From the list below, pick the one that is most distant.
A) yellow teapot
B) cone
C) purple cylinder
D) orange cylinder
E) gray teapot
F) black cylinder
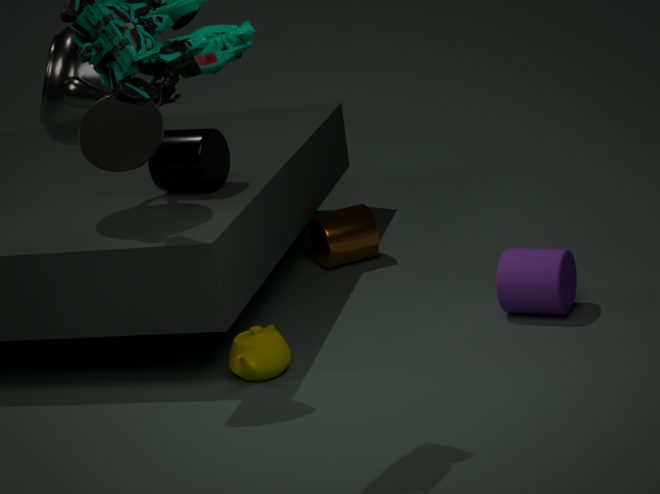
orange cylinder
